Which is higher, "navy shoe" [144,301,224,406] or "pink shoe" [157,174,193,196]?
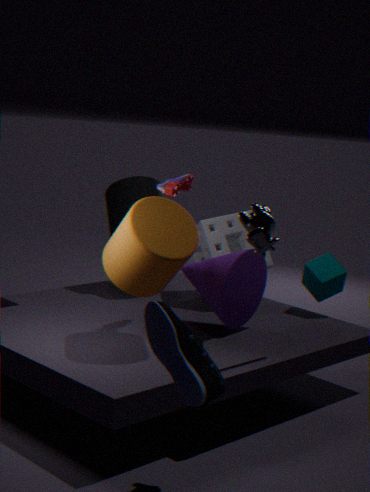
"pink shoe" [157,174,193,196]
